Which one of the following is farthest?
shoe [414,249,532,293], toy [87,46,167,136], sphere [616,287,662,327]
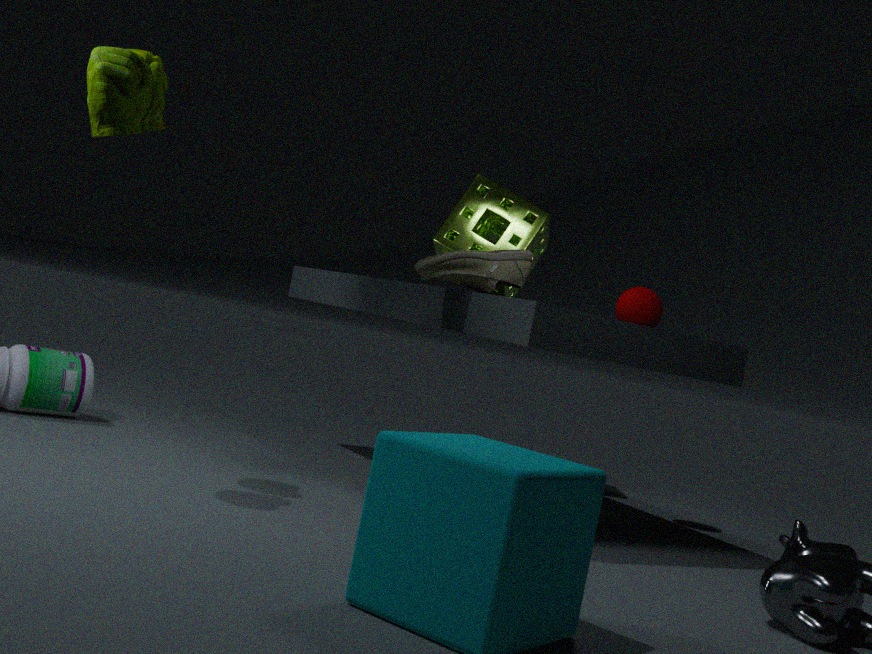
sphere [616,287,662,327]
